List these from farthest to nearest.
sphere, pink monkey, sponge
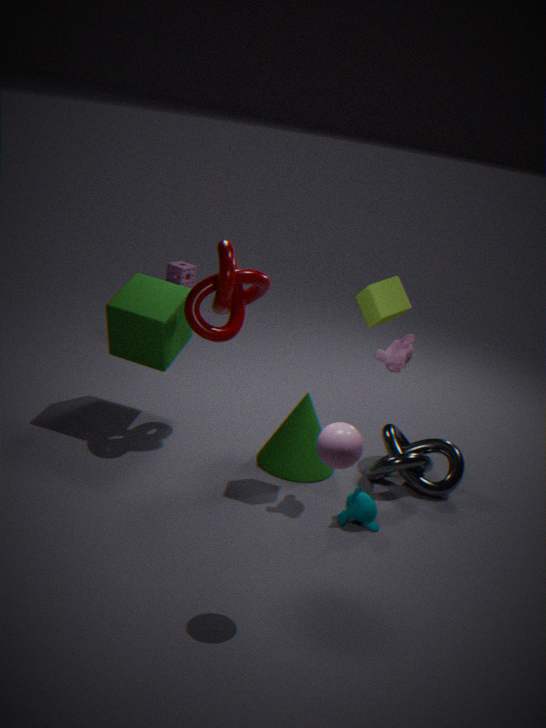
sponge < pink monkey < sphere
